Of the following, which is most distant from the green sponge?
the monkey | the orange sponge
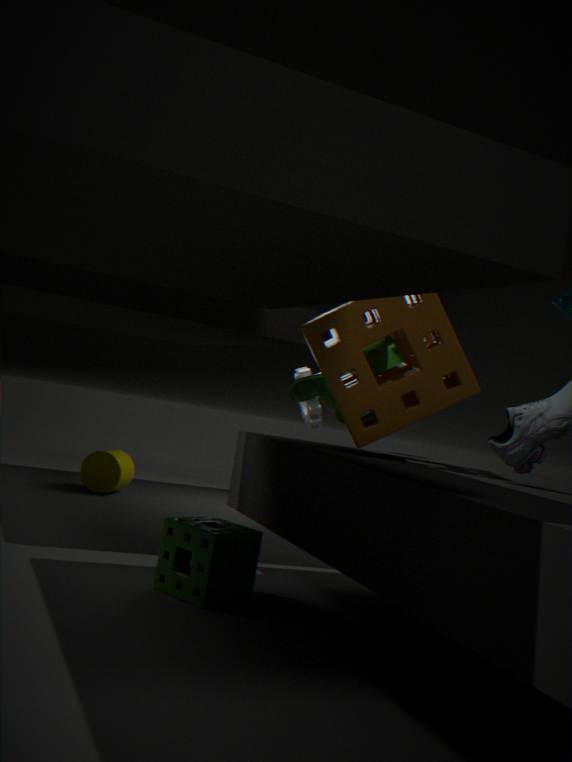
the monkey
